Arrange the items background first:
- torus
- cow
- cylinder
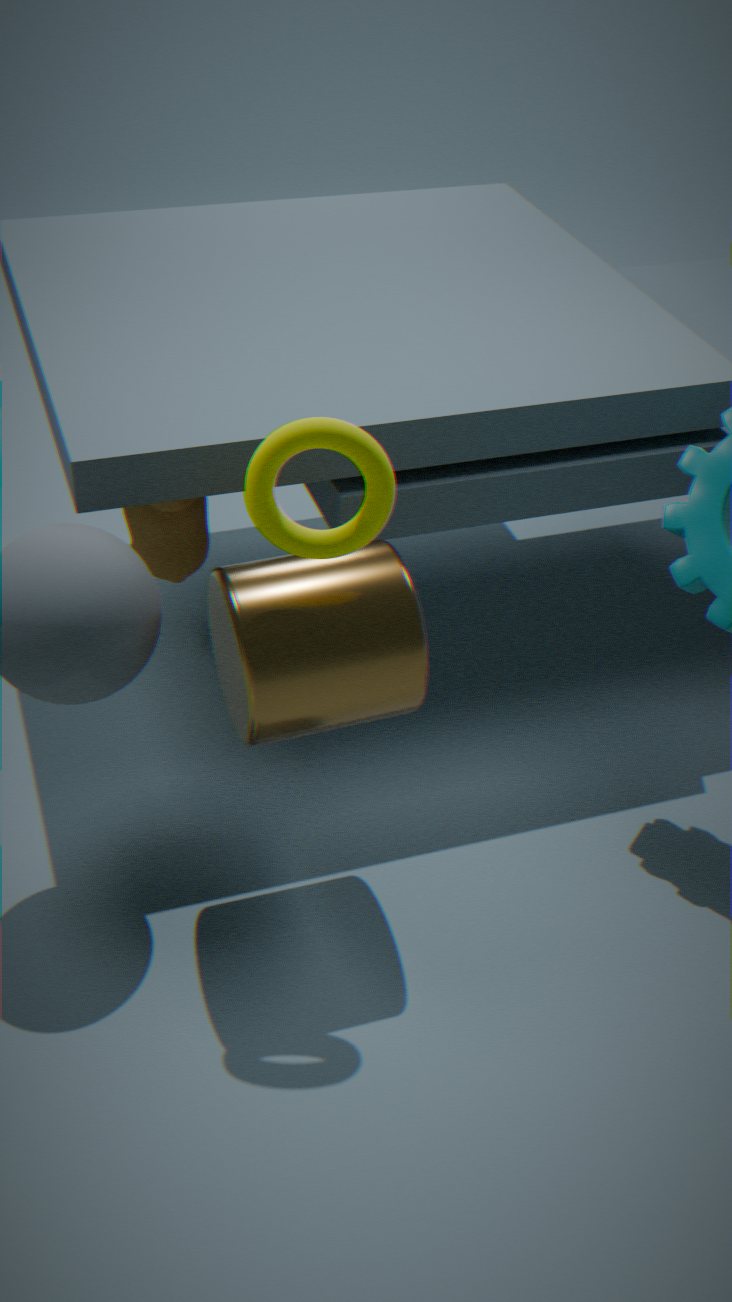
cow
cylinder
torus
